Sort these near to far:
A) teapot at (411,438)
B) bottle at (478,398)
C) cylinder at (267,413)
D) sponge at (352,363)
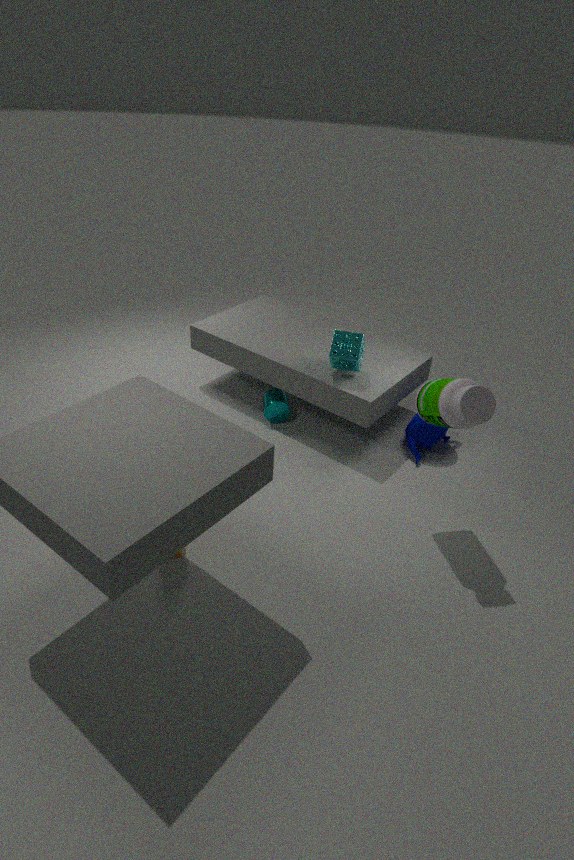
1. bottle at (478,398)
2. sponge at (352,363)
3. teapot at (411,438)
4. cylinder at (267,413)
